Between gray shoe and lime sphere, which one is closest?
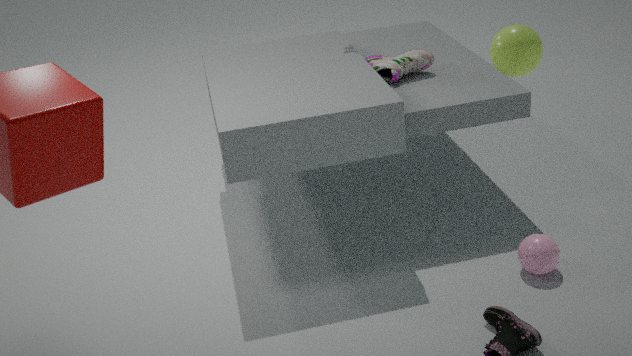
lime sphere
